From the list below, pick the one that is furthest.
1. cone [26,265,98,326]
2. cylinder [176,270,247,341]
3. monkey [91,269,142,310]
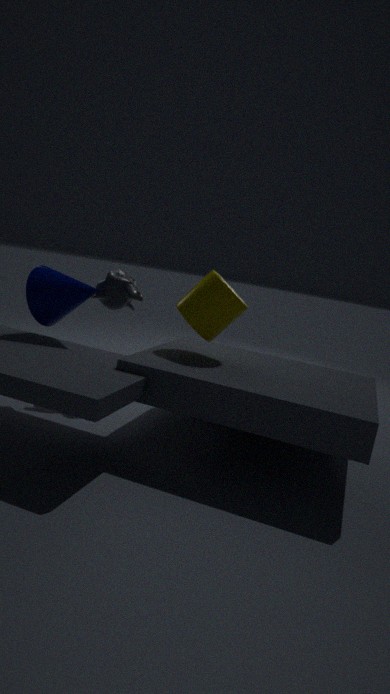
monkey [91,269,142,310]
